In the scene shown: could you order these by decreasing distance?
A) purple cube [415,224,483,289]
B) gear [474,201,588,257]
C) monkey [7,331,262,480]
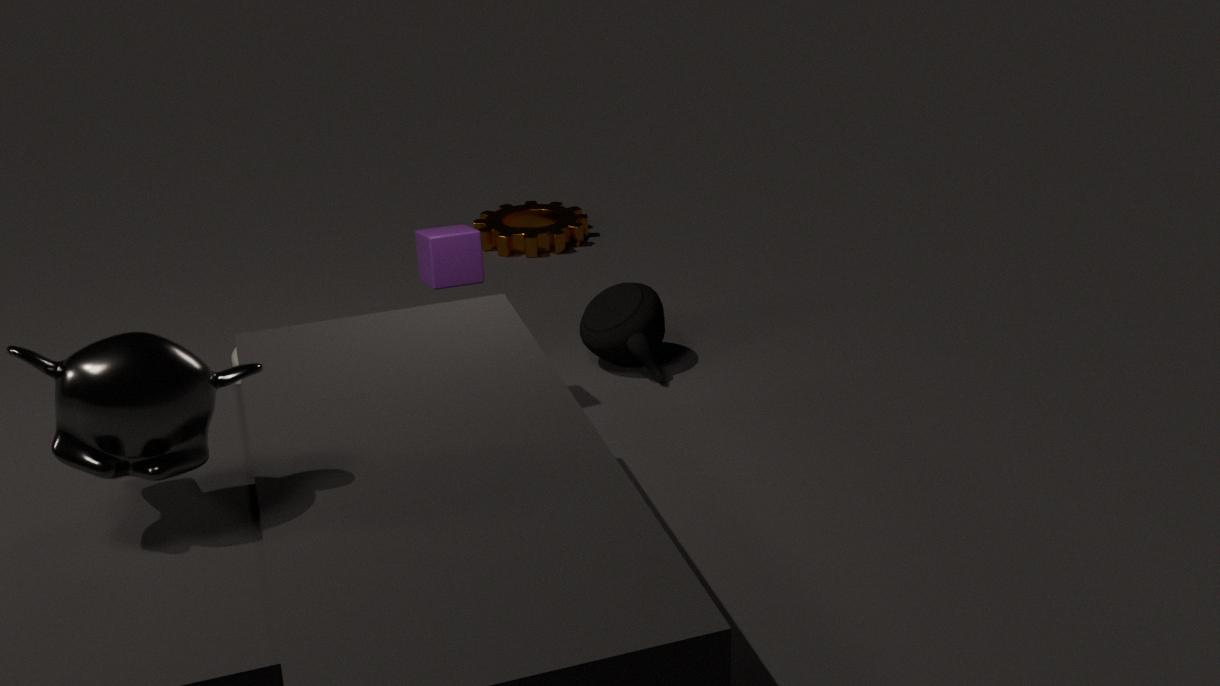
→ gear [474,201,588,257] → purple cube [415,224,483,289] → monkey [7,331,262,480]
